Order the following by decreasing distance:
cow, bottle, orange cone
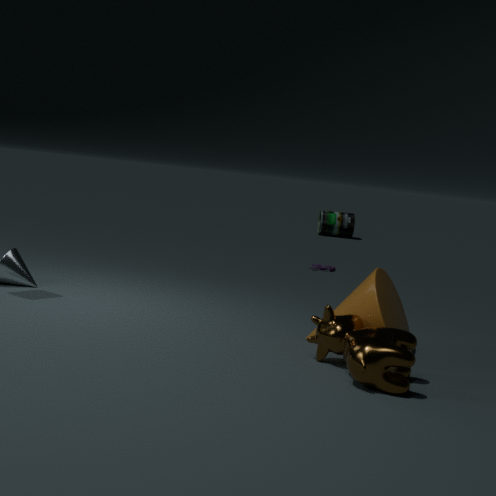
bottle → orange cone → cow
